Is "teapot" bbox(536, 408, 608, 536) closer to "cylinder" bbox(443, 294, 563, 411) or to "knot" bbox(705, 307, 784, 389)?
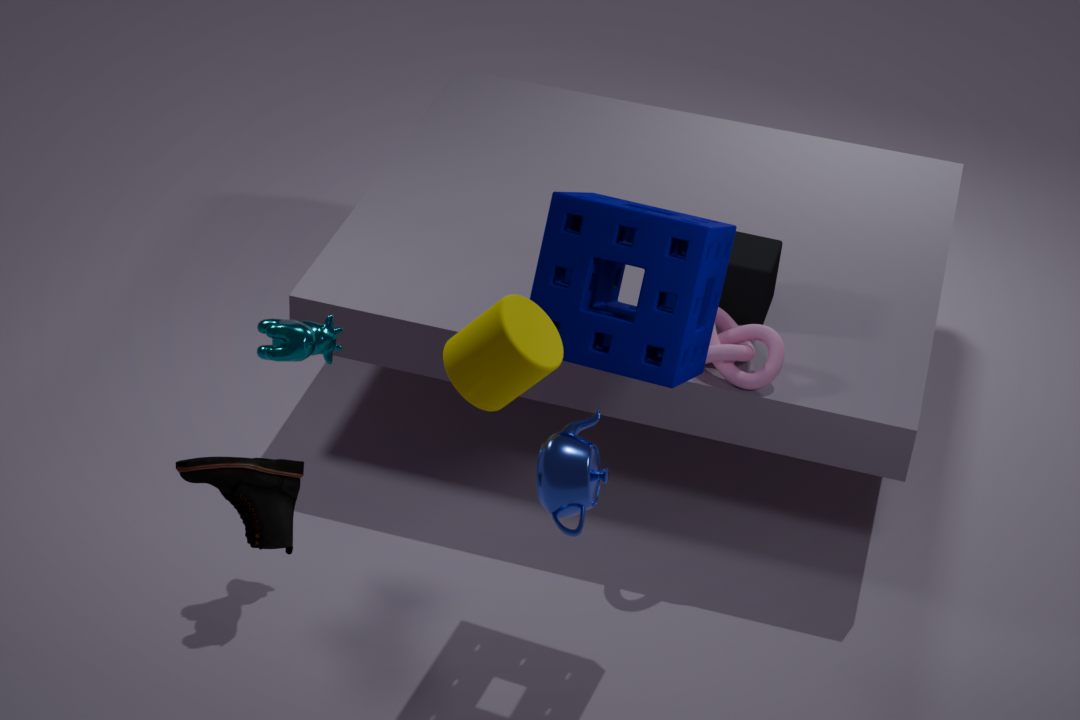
"cylinder" bbox(443, 294, 563, 411)
